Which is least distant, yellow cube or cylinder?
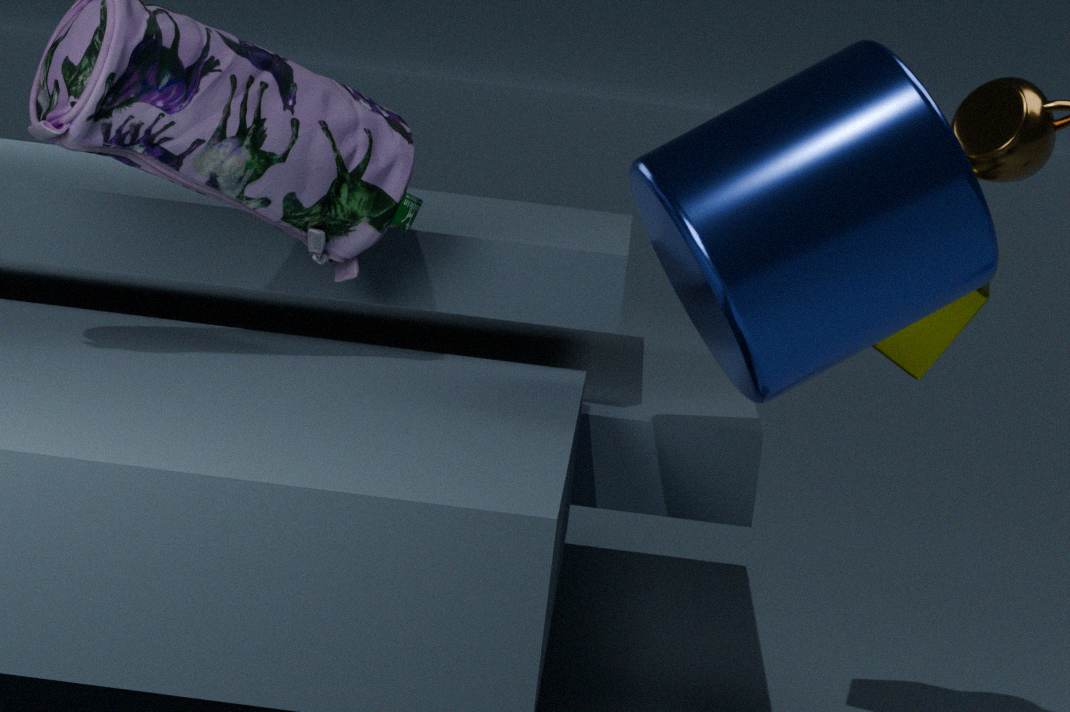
cylinder
